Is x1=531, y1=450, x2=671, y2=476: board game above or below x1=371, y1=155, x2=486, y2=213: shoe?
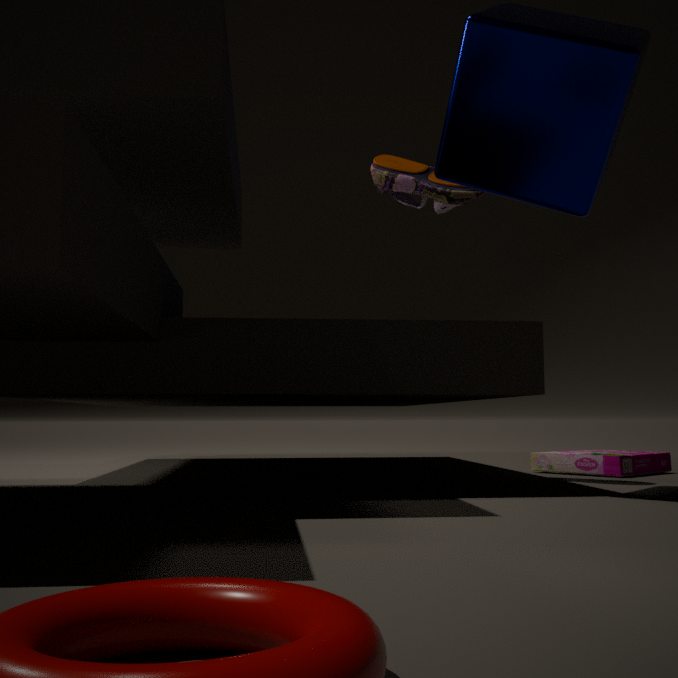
below
